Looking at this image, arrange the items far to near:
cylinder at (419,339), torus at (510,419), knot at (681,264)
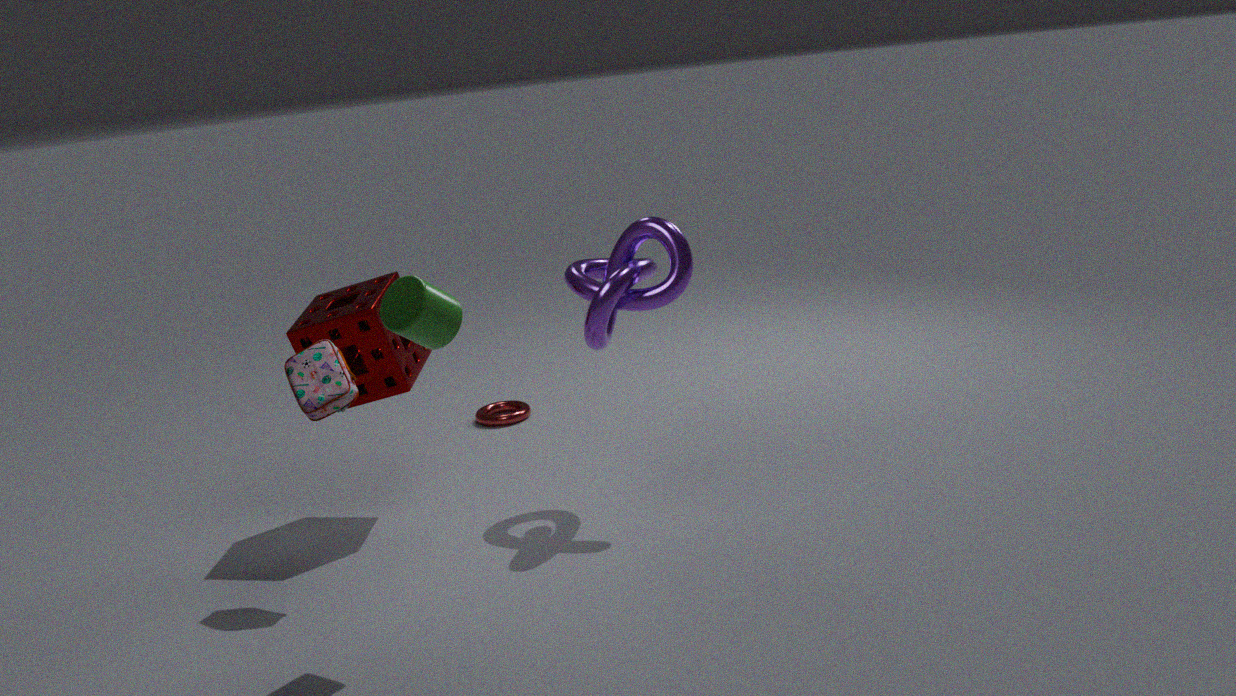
torus at (510,419)
knot at (681,264)
cylinder at (419,339)
